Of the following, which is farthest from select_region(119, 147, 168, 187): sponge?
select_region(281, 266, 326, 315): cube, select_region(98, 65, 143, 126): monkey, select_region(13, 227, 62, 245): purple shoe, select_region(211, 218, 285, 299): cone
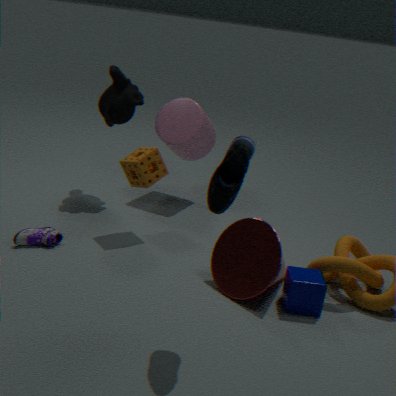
select_region(281, 266, 326, 315): cube
